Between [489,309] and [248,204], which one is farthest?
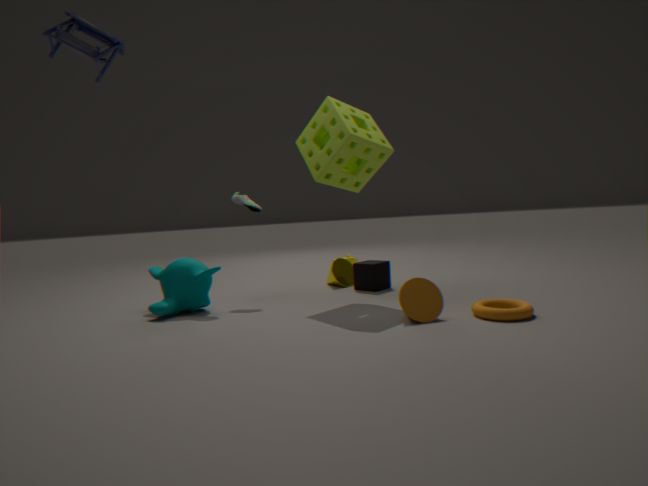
[248,204]
